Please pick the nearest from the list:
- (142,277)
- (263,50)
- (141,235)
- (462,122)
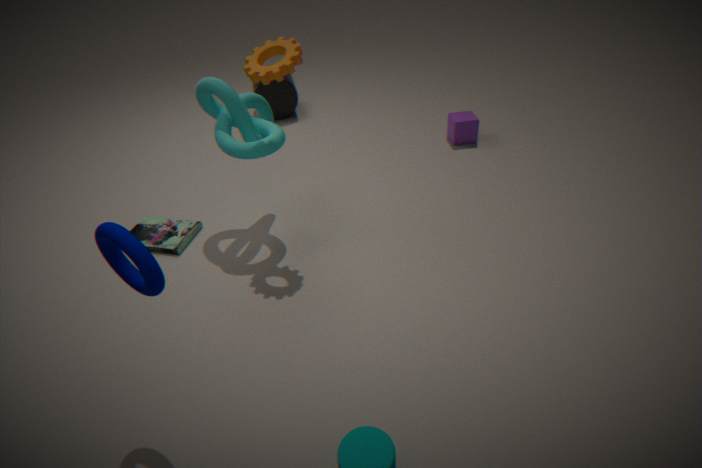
(142,277)
